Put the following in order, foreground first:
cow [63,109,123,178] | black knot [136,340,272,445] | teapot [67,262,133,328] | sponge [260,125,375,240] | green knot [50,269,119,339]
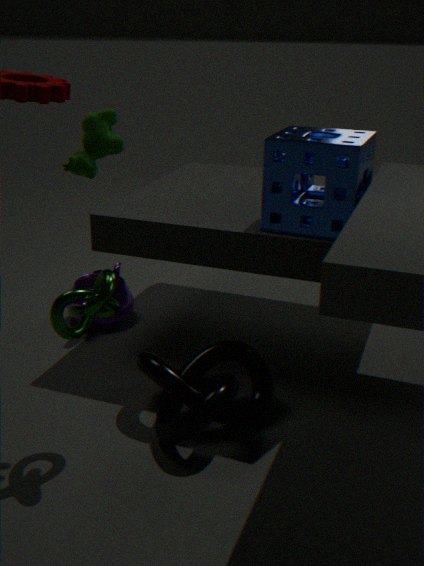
green knot [50,269,119,339], cow [63,109,123,178], black knot [136,340,272,445], sponge [260,125,375,240], teapot [67,262,133,328]
